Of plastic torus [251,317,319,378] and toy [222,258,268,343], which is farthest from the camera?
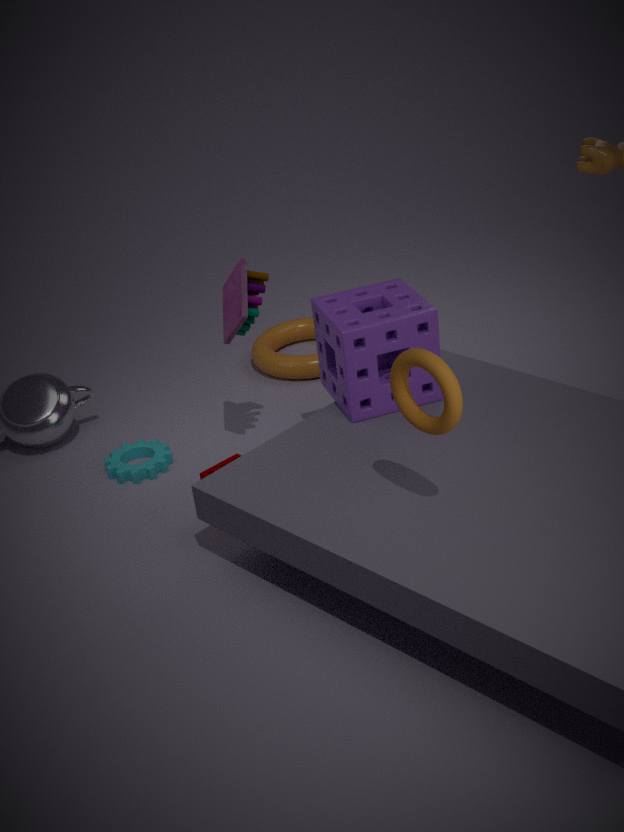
plastic torus [251,317,319,378]
